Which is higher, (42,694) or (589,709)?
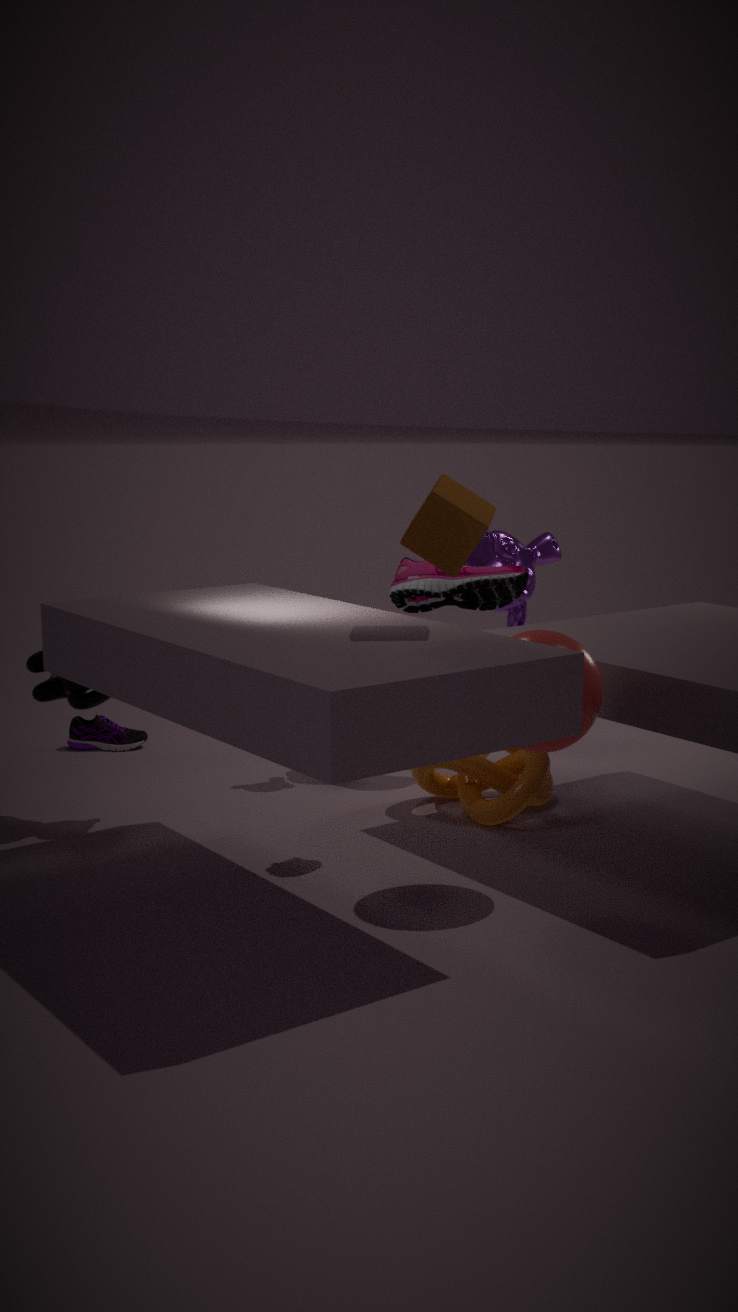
(589,709)
